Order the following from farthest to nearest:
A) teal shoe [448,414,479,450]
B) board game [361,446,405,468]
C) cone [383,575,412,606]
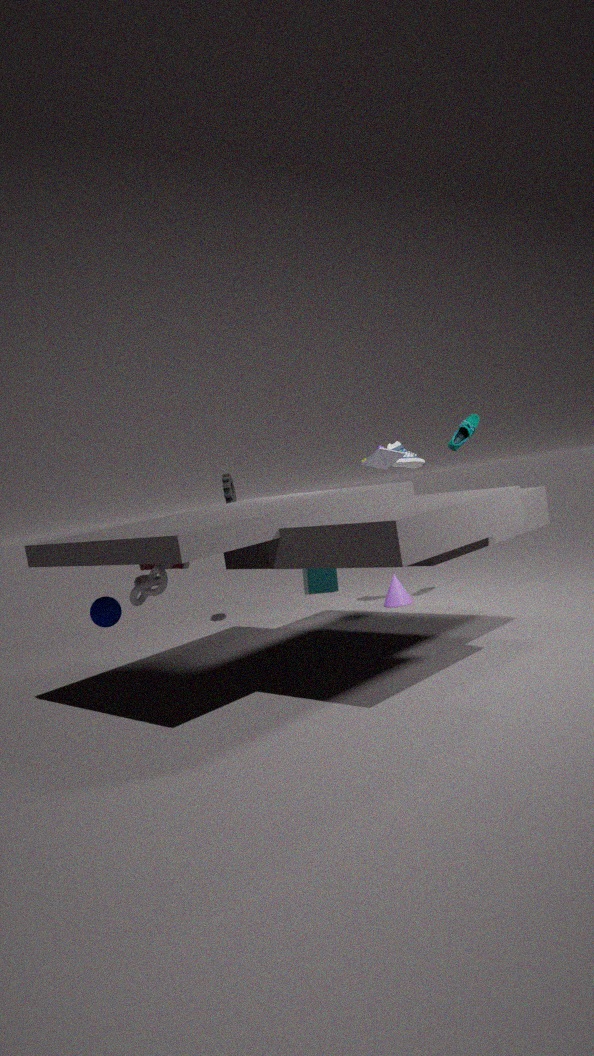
1. cone [383,575,412,606]
2. teal shoe [448,414,479,450]
3. board game [361,446,405,468]
